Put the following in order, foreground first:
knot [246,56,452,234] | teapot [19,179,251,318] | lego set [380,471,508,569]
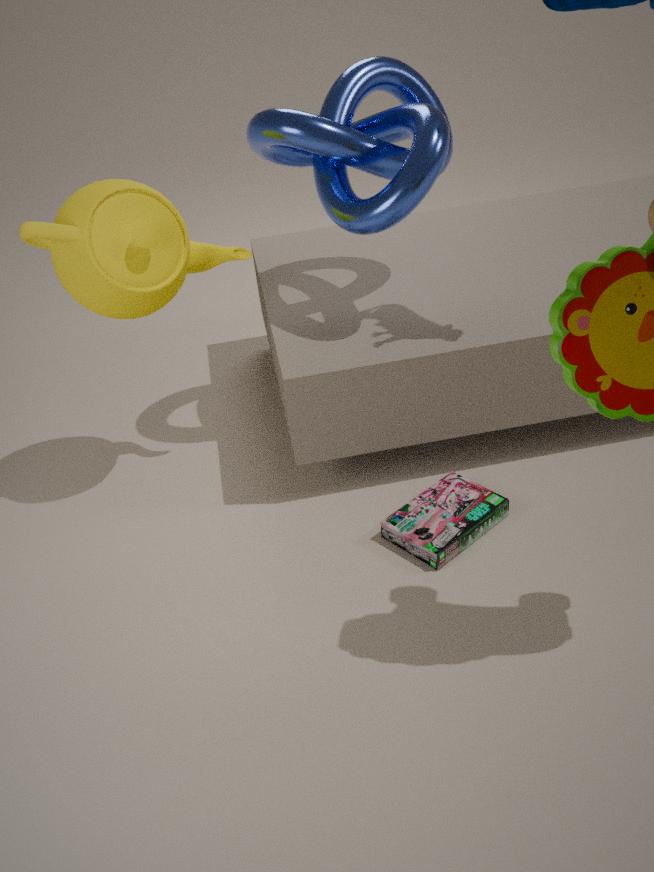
teapot [19,179,251,318] → knot [246,56,452,234] → lego set [380,471,508,569]
